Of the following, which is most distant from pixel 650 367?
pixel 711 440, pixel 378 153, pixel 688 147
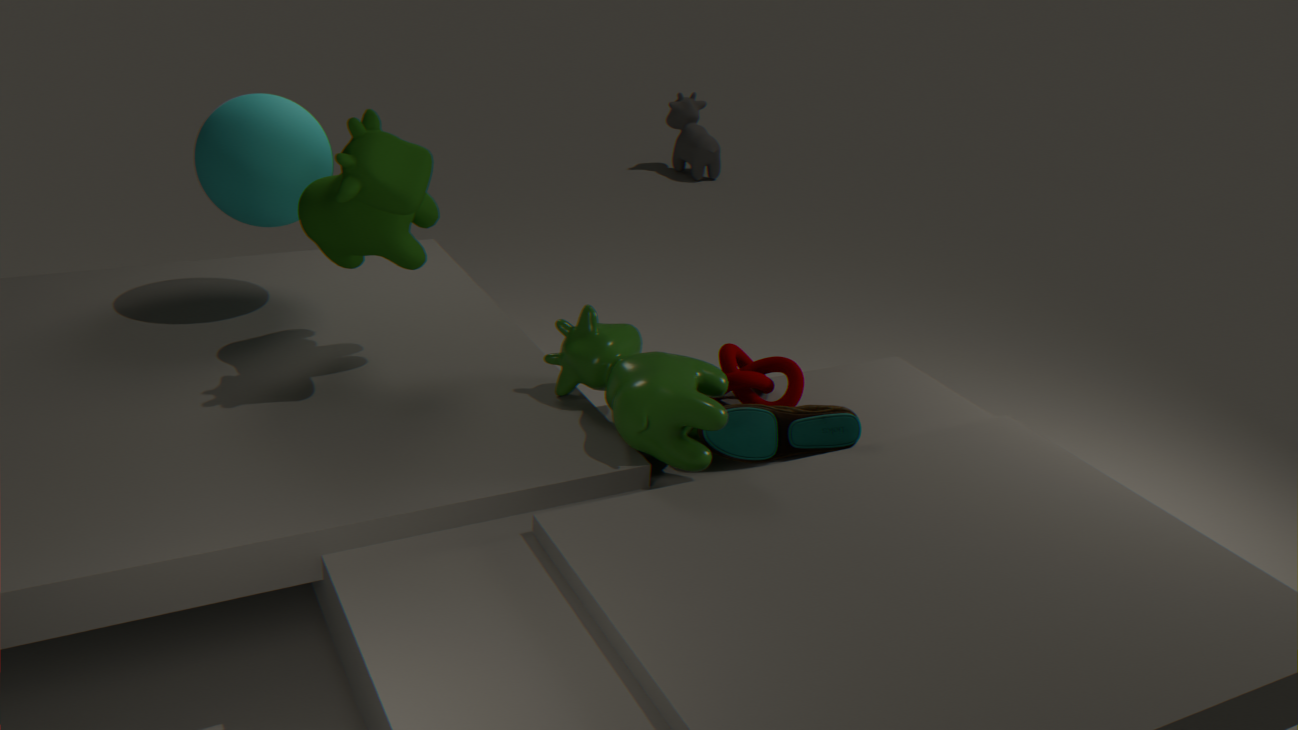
pixel 688 147
